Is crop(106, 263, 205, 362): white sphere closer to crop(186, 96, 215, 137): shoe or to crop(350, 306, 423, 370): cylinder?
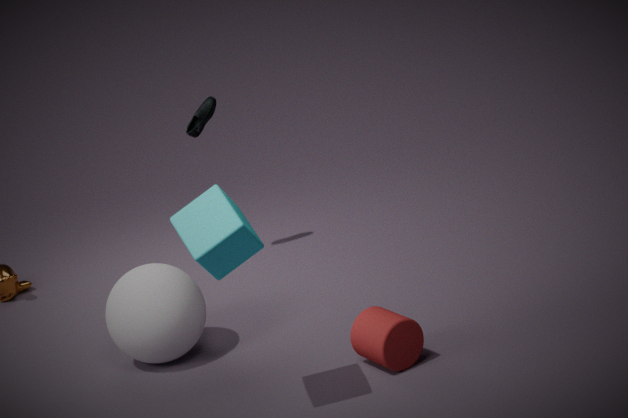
crop(350, 306, 423, 370): cylinder
